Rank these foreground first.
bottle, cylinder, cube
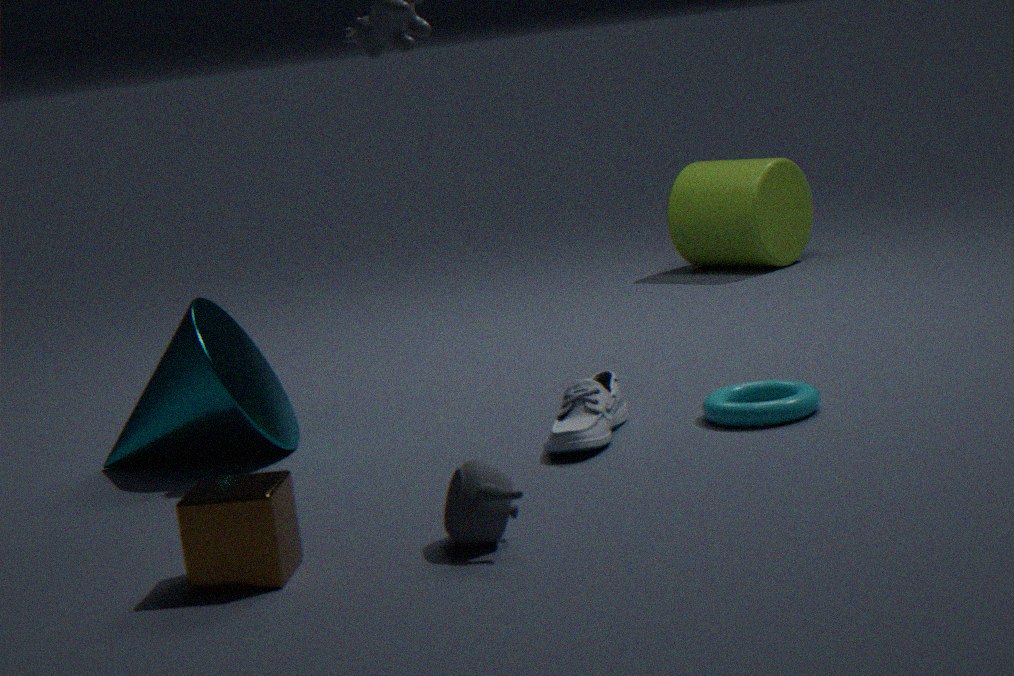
cube → bottle → cylinder
